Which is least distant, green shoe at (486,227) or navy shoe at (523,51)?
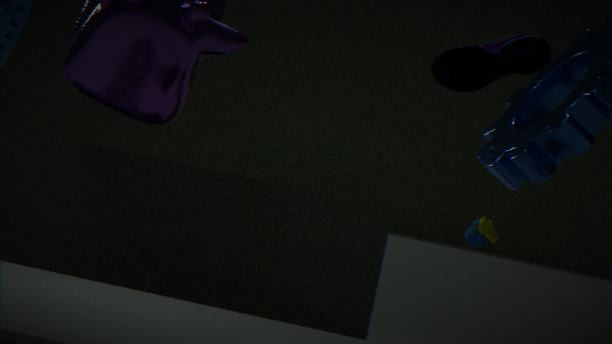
navy shoe at (523,51)
